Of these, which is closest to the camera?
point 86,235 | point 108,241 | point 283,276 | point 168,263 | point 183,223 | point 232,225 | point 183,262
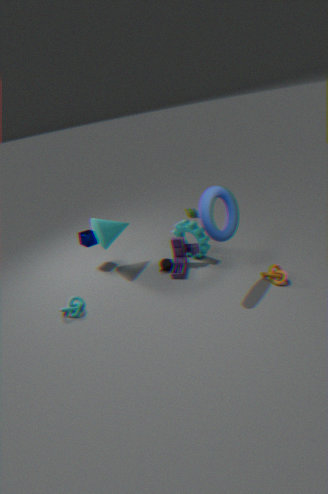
point 232,225
